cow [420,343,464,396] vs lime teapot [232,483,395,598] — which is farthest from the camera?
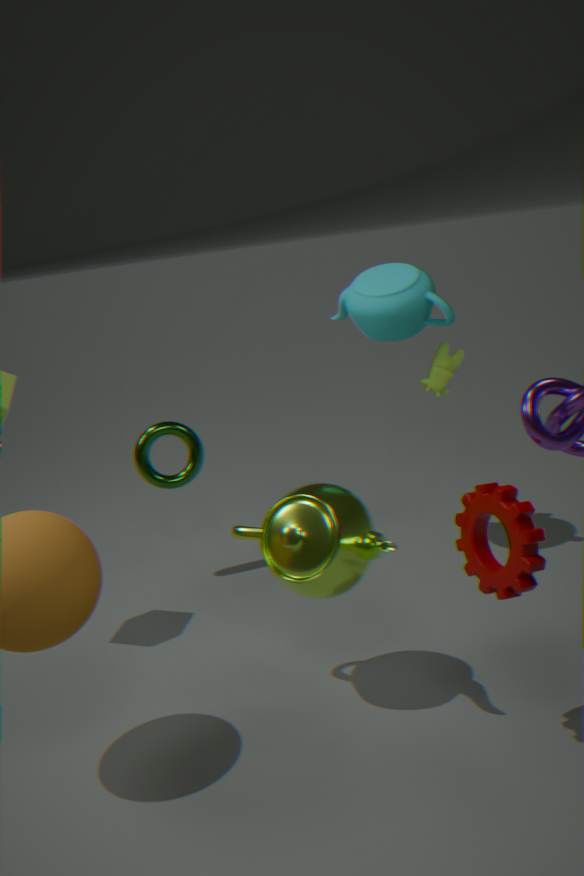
cow [420,343,464,396]
